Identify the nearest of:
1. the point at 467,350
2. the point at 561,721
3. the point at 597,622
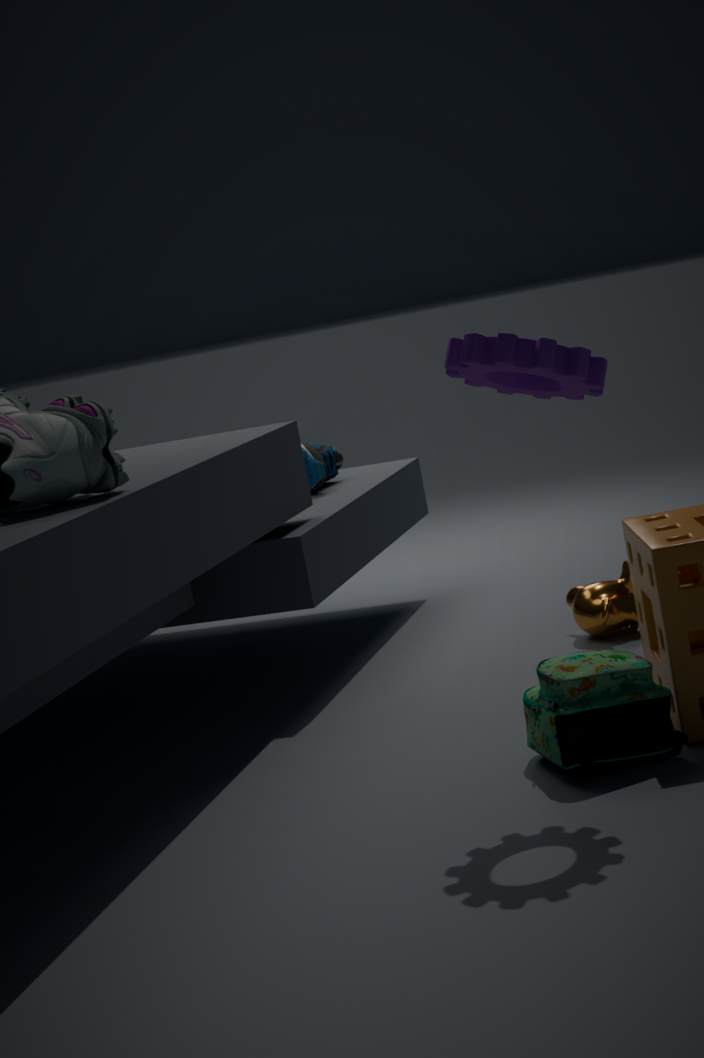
the point at 467,350
